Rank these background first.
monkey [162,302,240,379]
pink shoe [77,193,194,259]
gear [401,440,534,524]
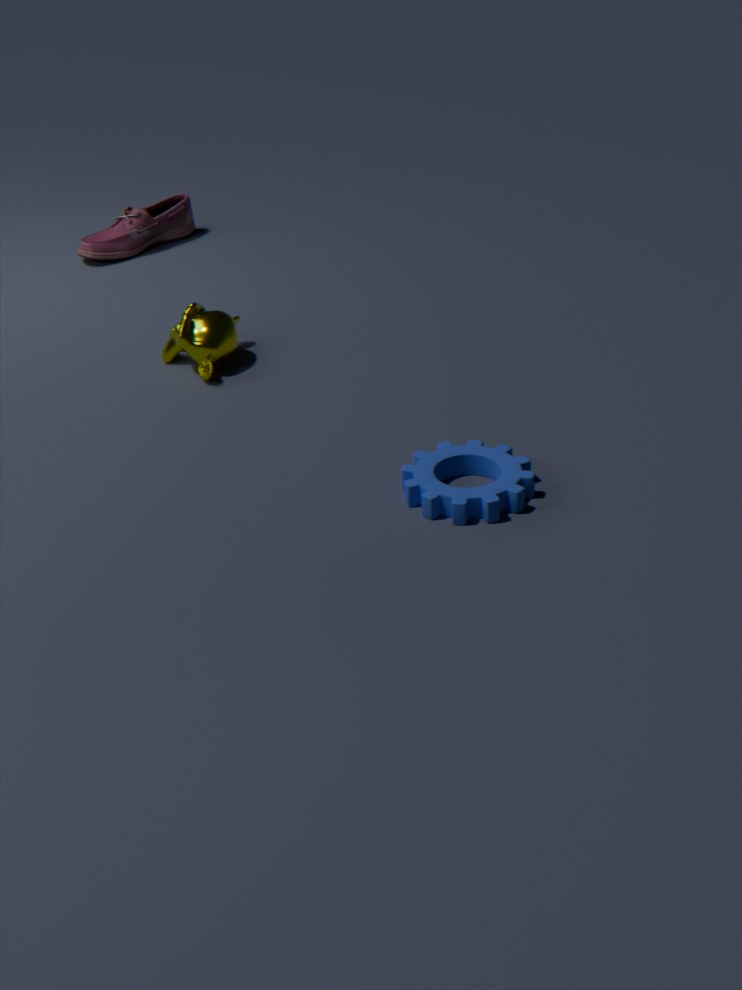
1. pink shoe [77,193,194,259]
2. monkey [162,302,240,379]
3. gear [401,440,534,524]
